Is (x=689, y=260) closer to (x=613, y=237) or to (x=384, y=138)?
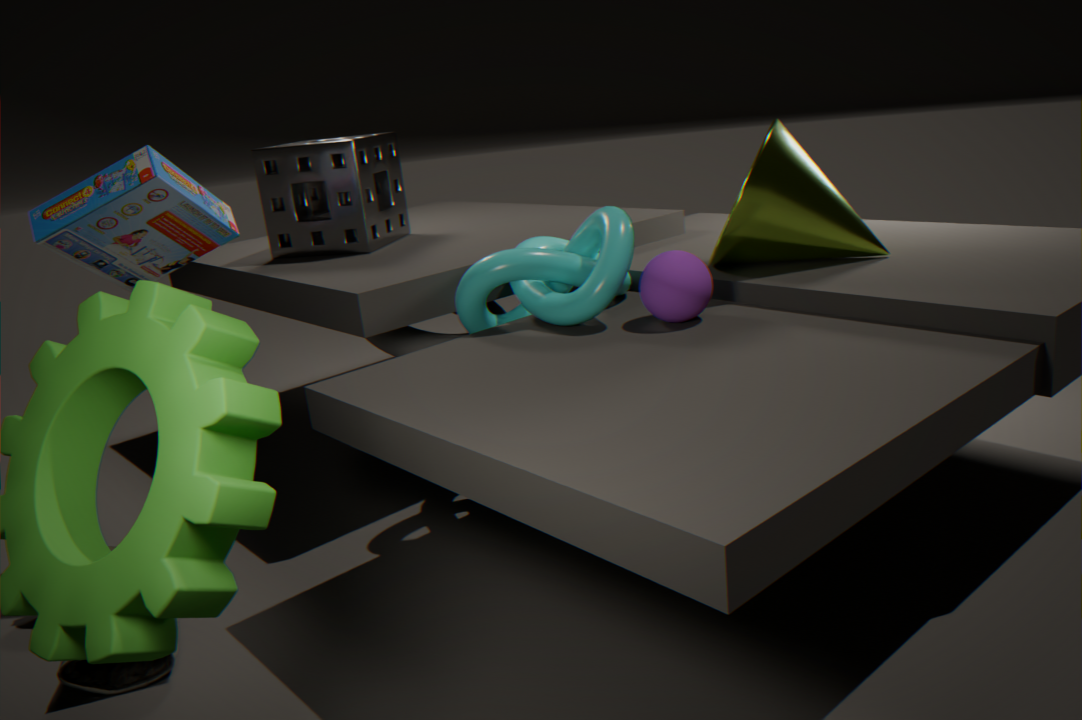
(x=613, y=237)
